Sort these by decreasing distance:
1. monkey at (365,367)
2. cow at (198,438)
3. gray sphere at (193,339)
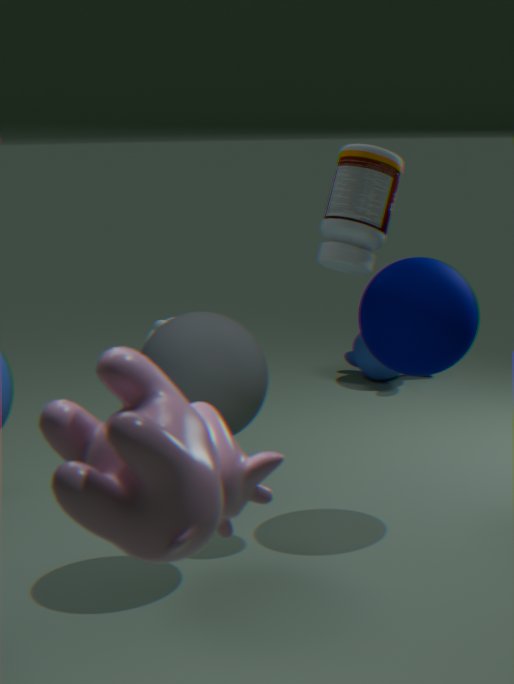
1. monkey at (365,367)
2. gray sphere at (193,339)
3. cow at (198,438)
